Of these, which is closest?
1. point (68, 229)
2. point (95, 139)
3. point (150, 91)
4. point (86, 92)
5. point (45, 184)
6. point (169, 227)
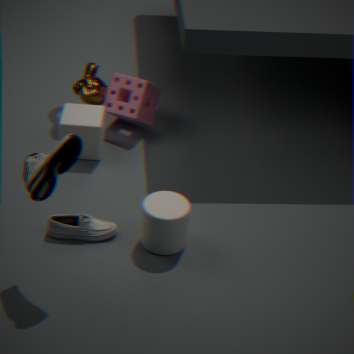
point (45, 184)
